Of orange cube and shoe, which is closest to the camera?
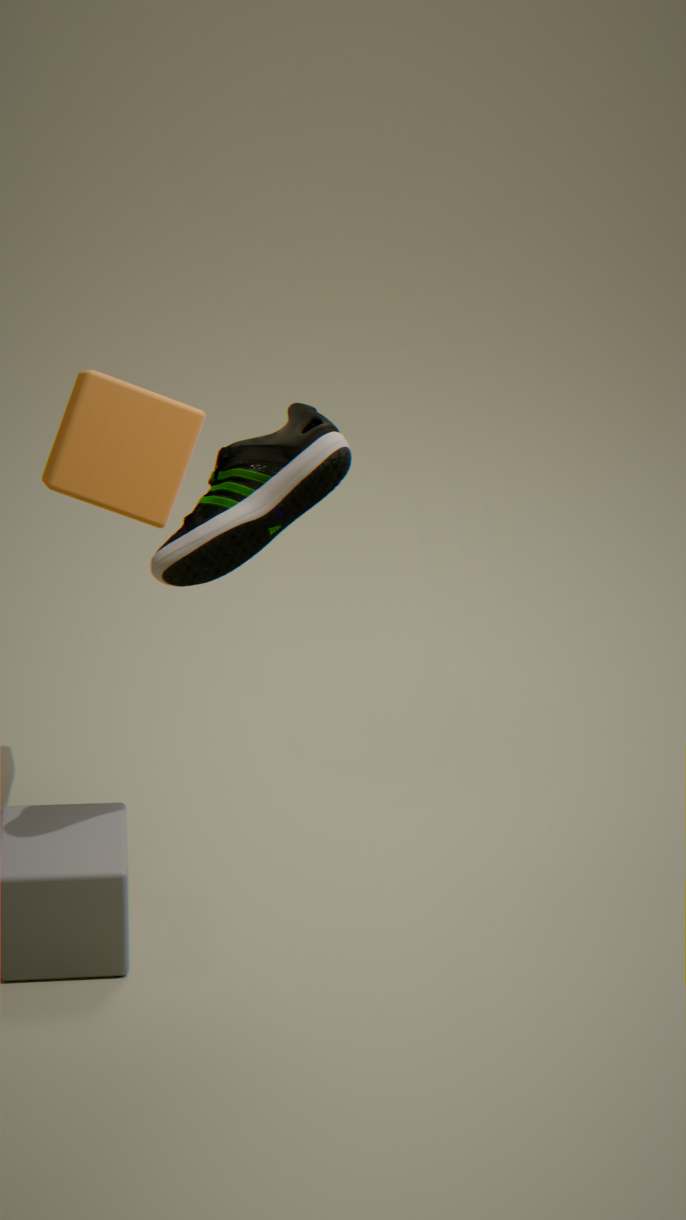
shoe
